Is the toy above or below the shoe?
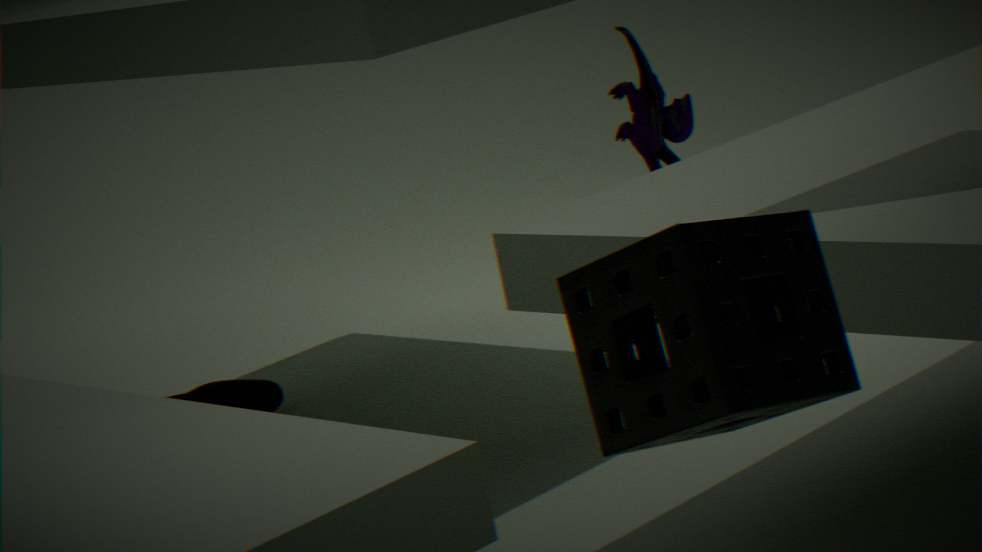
above
